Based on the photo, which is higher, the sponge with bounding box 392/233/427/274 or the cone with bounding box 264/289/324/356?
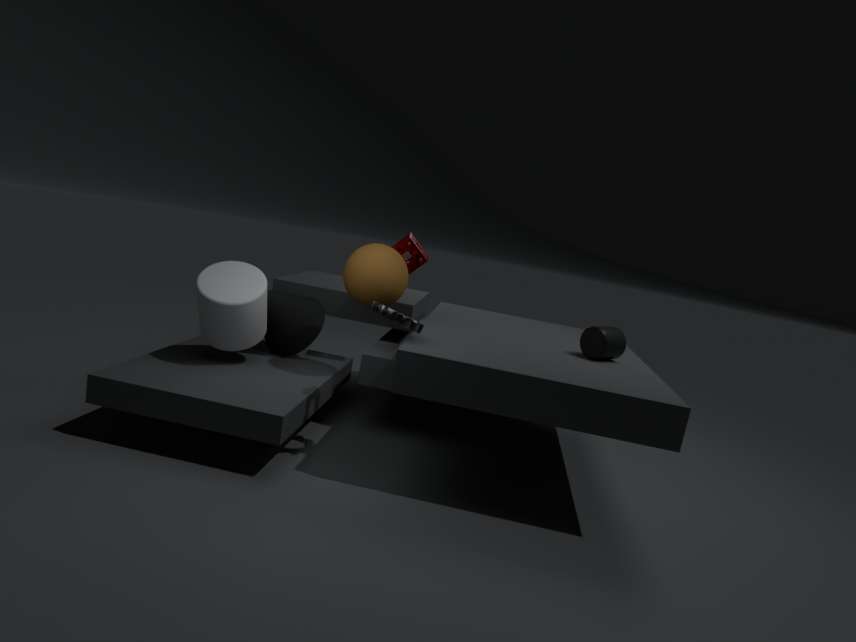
the sponge with bounding box 392/233/427/274
